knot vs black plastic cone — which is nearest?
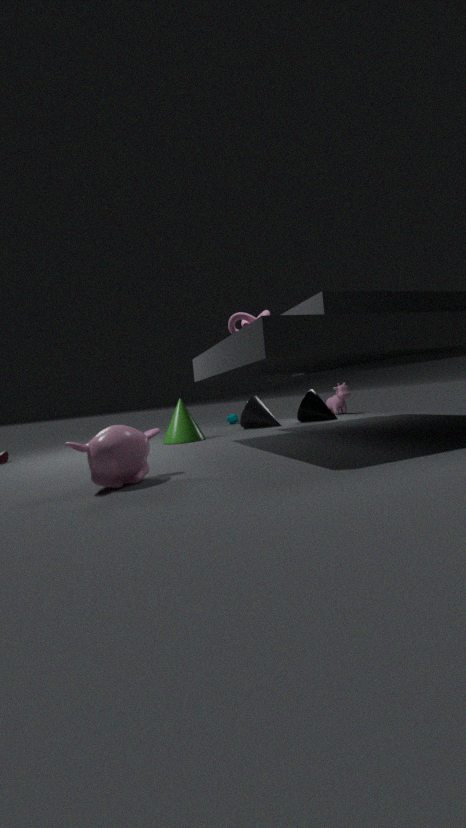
knot
